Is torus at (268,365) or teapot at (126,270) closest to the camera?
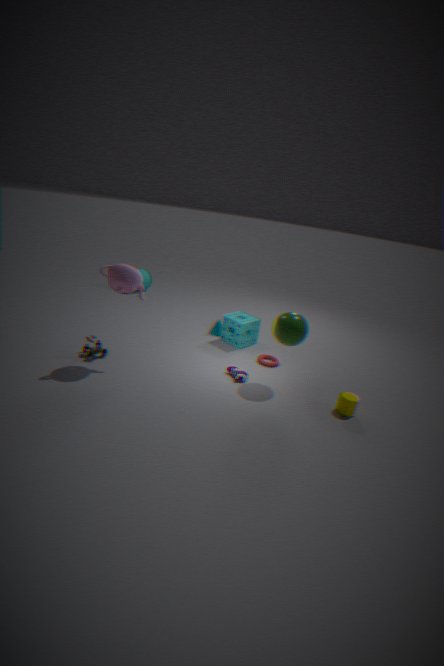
teapot at (126,270)
